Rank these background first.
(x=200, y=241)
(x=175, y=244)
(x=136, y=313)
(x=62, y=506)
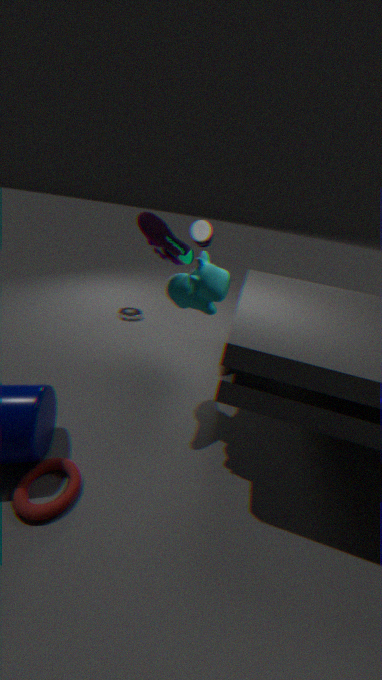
(x=136, y=313)
(x=200, y=241)
(x=175, y=244)
(x=62, y=506)
